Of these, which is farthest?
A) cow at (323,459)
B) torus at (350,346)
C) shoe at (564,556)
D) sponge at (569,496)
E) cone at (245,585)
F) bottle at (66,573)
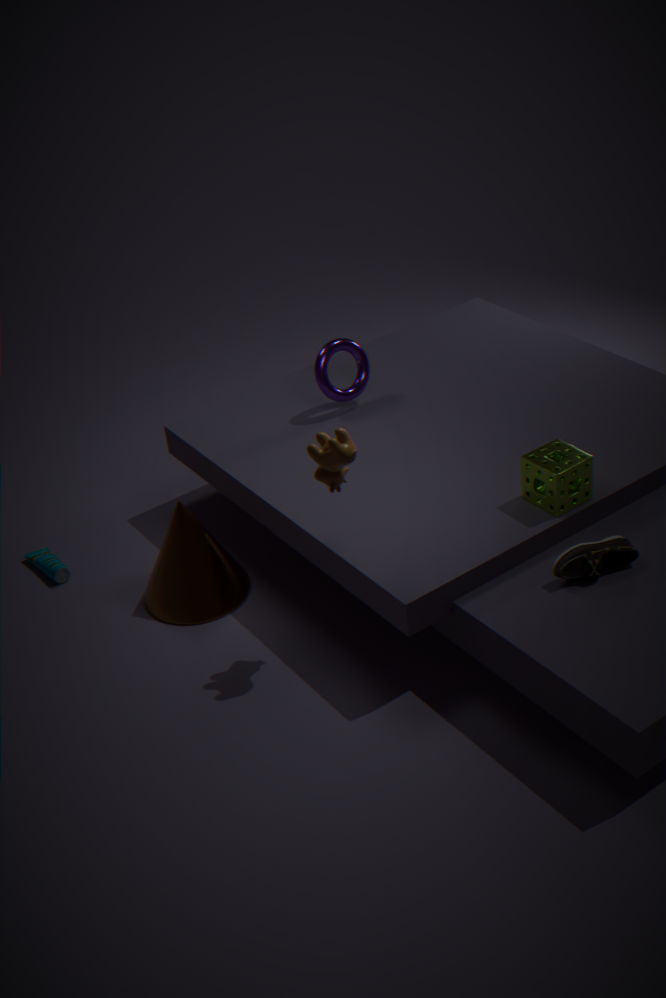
torus at (350,346)
